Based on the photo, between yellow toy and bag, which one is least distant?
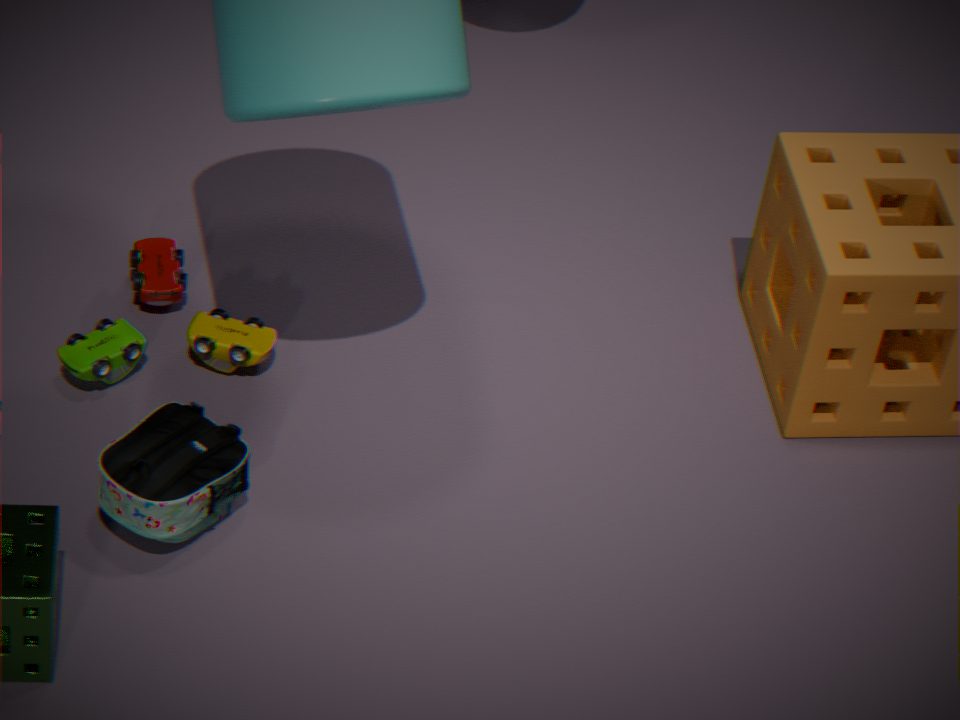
bag
